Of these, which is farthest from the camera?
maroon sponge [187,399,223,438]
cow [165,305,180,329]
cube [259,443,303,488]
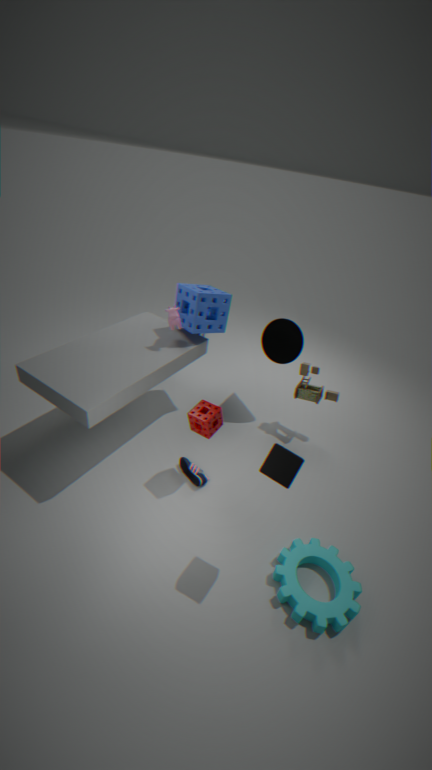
cow [165,305,180,329]
